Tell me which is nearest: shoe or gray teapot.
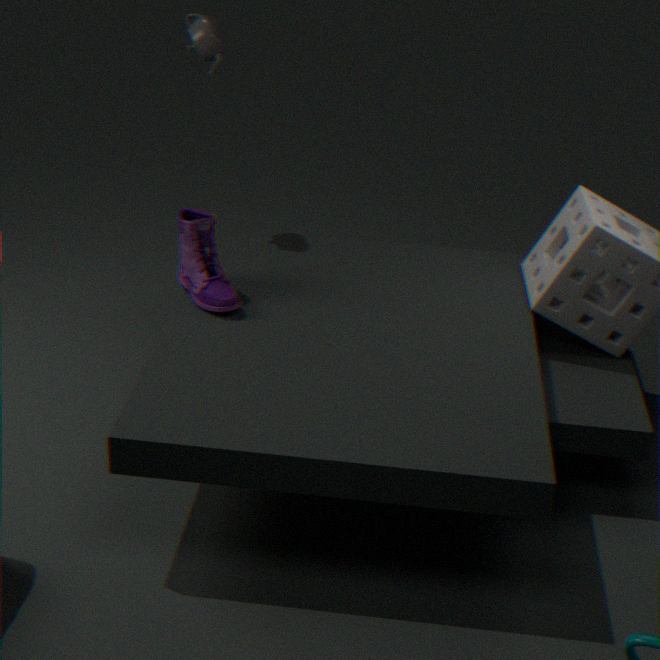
shoe
